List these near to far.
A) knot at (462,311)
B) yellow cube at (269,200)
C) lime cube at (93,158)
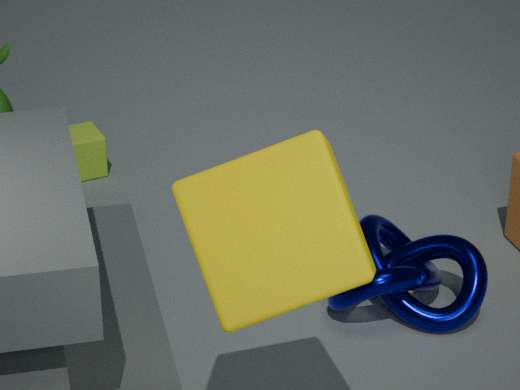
1. yellow cube at (269,200)
2. knot at (462,311)
3. lime cube at (93,158)
